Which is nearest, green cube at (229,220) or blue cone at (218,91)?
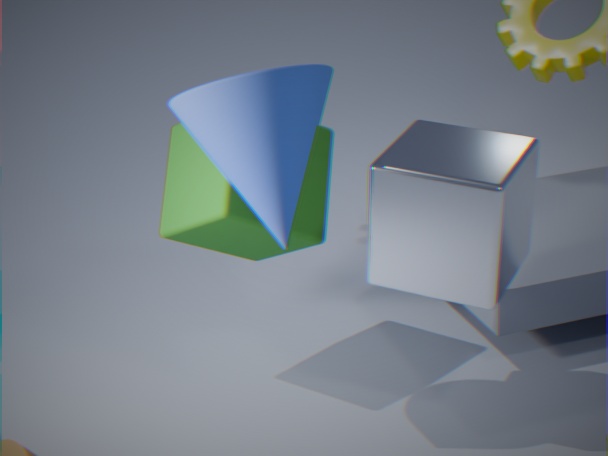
blue cone at (218,91)
